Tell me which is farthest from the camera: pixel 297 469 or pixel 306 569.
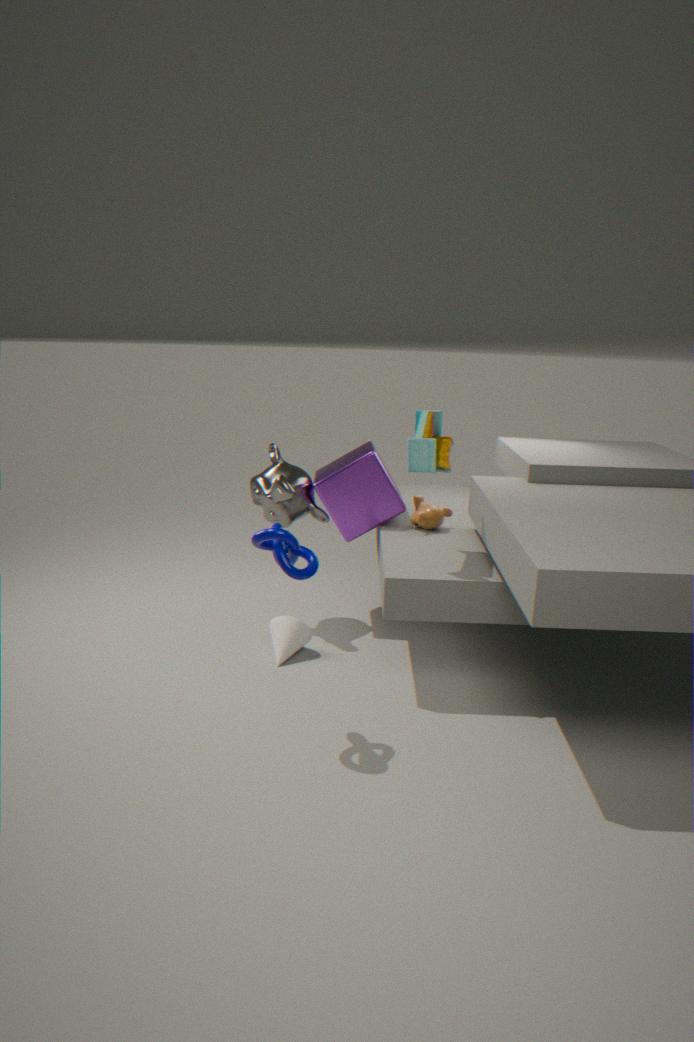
pixel 297 469
